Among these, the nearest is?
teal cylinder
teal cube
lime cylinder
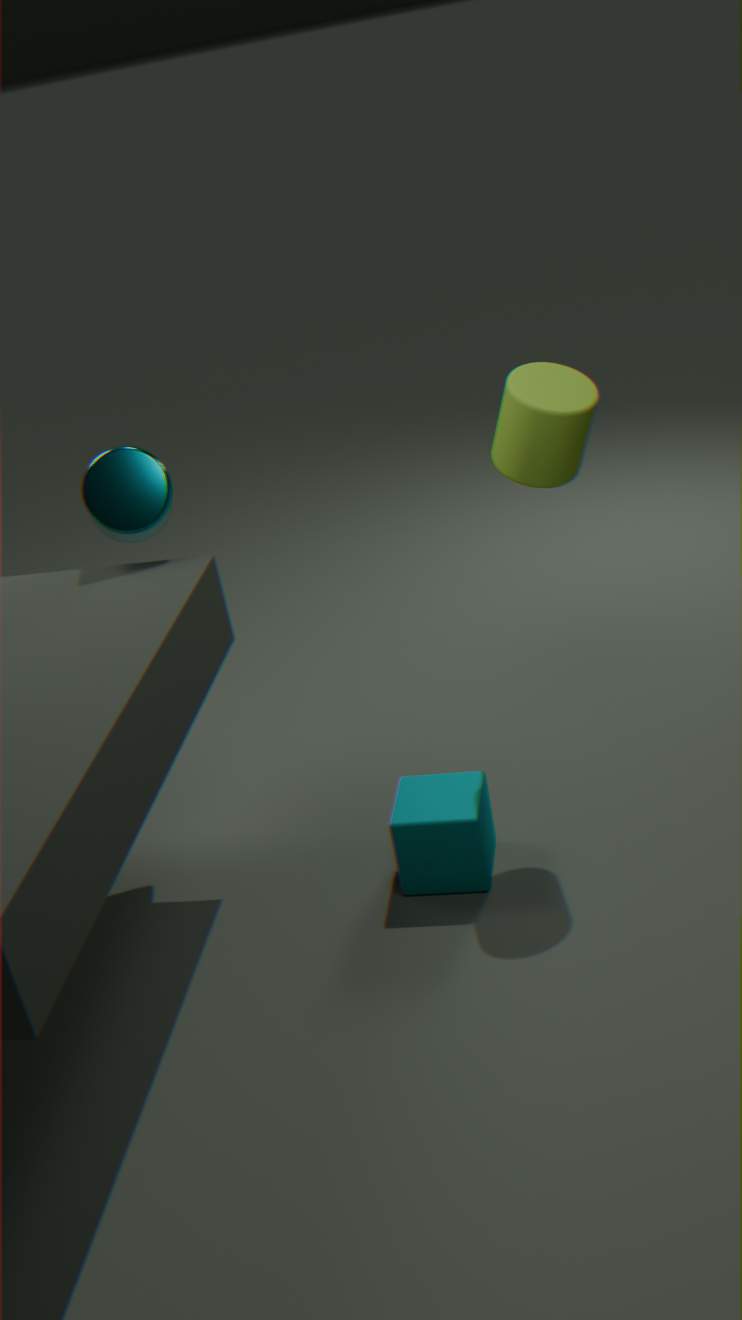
lime cylinder
